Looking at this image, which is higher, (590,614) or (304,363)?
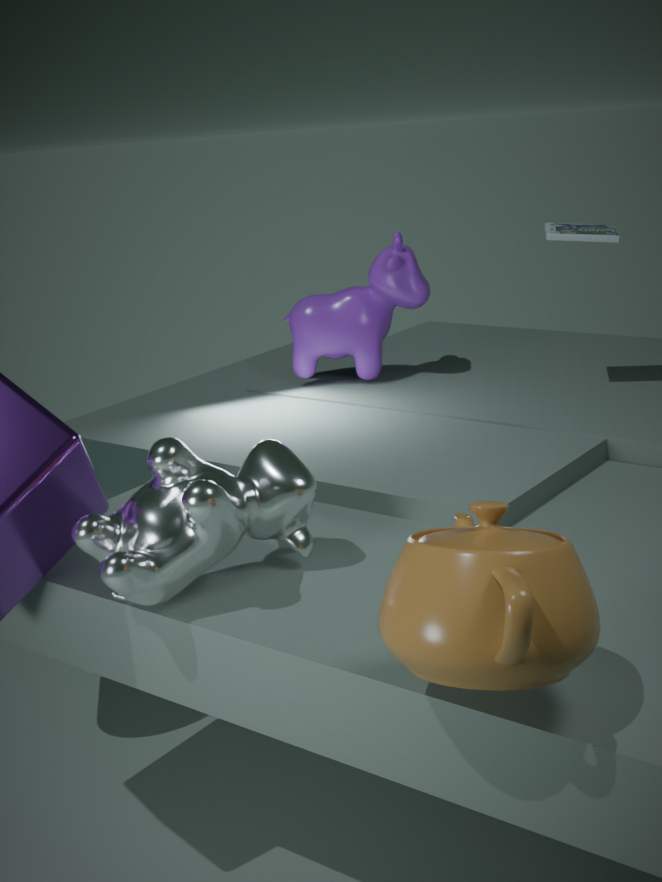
(304,363)
